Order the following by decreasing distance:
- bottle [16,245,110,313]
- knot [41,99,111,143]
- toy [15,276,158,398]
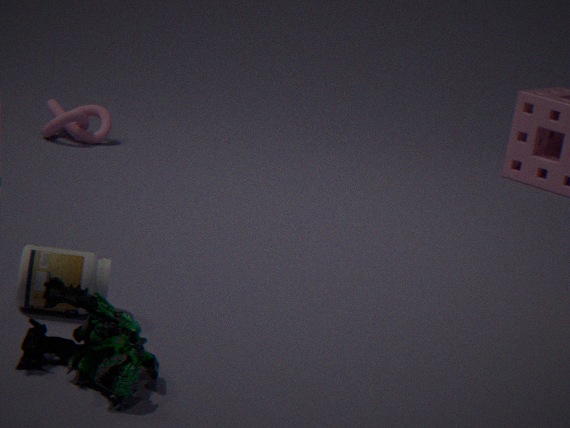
A: knot [41,99,111,143], bottle [16,245,110,313], toy [15,276,158,398]
